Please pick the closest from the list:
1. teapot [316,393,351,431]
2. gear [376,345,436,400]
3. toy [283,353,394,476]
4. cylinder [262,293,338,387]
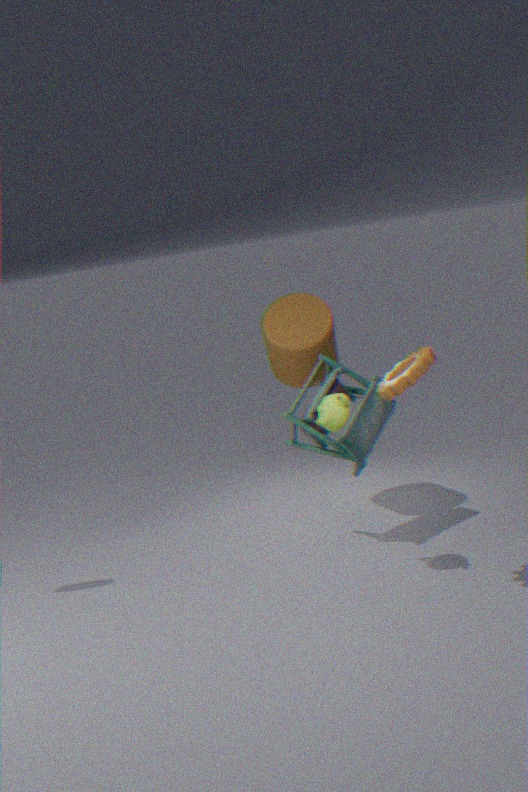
gear [376,345,436,400]
